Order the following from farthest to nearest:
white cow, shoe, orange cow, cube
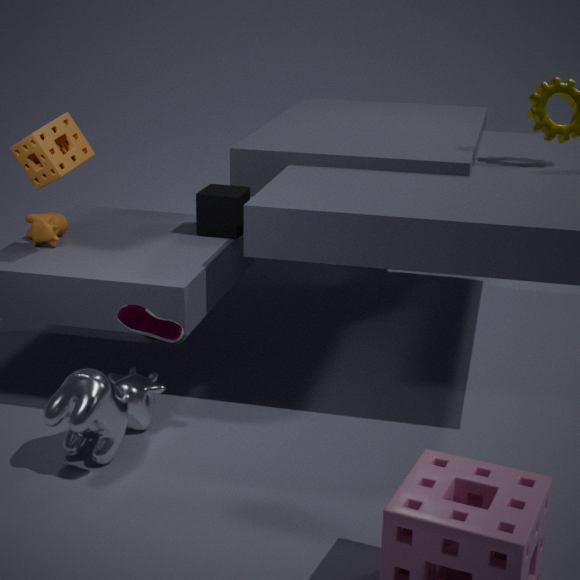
cube < orange cow < white cow < shoe
